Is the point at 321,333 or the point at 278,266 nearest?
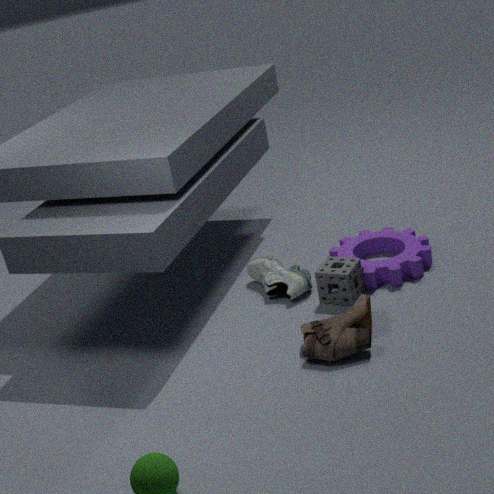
the point at 321,333
